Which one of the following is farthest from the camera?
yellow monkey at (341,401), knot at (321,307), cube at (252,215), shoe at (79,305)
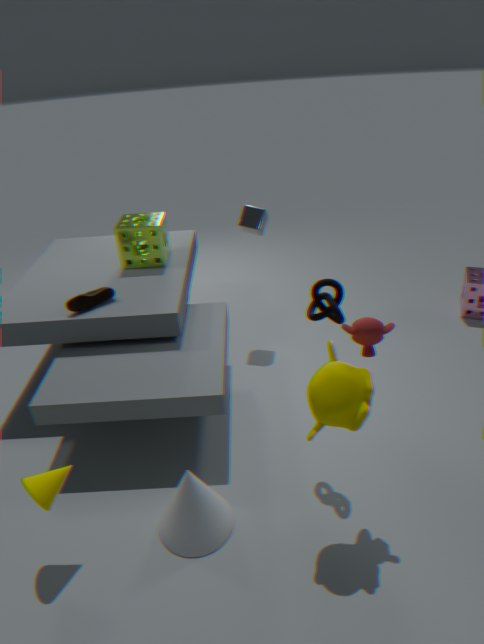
cube at (252,215)
